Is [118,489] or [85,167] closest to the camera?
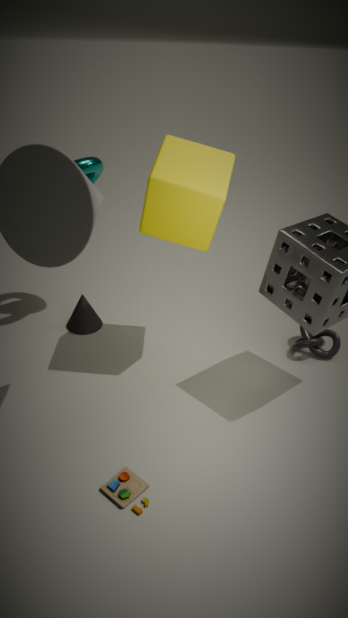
[118,489]
